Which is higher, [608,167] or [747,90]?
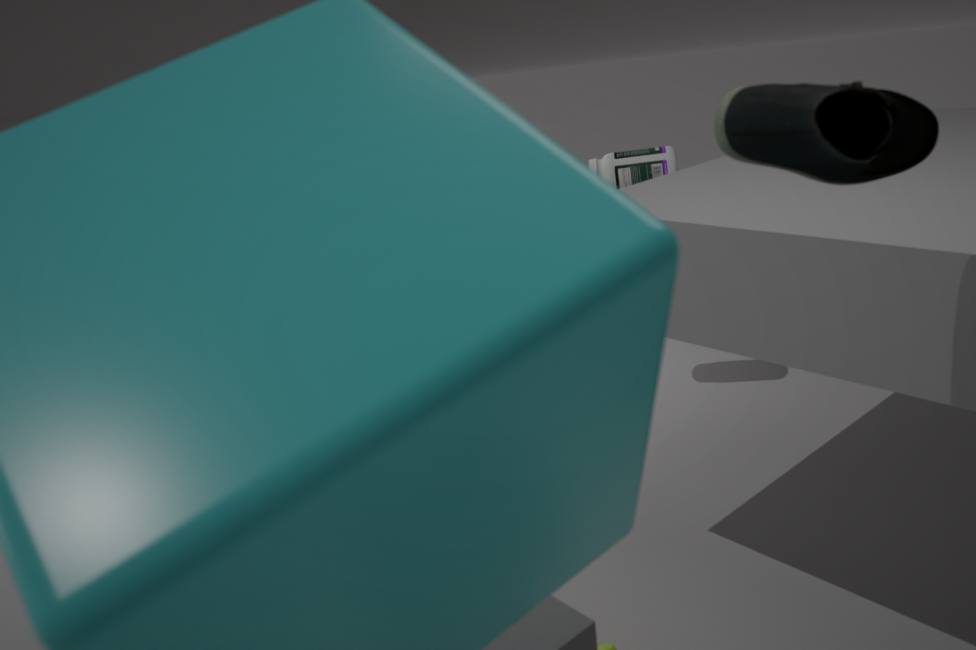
[747,90]
